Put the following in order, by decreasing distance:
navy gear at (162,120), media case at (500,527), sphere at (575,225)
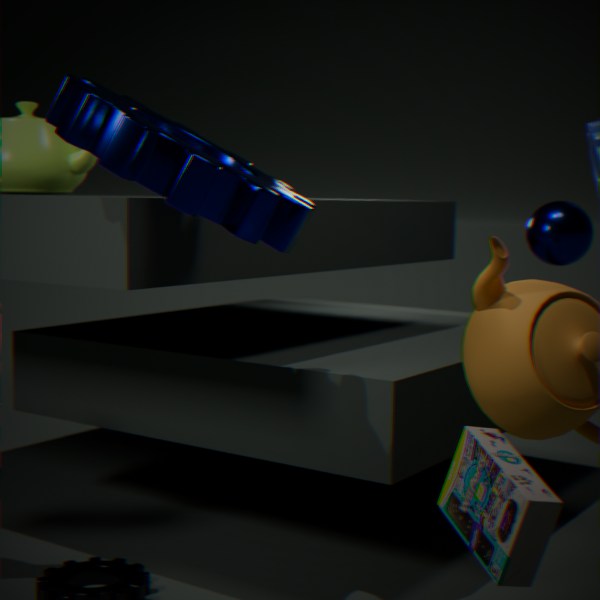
sphere at (575,225)
navy gear at (162,120)
media case at (500,527)
